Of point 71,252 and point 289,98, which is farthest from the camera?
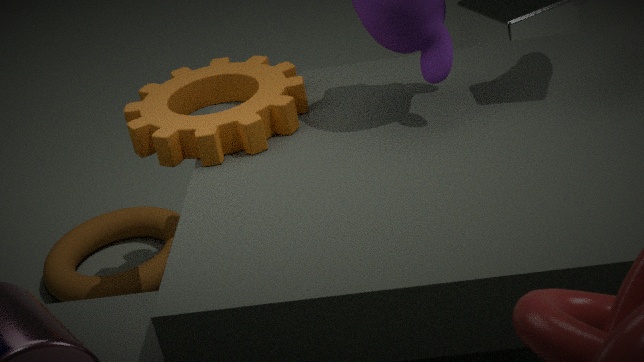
point 71,252
